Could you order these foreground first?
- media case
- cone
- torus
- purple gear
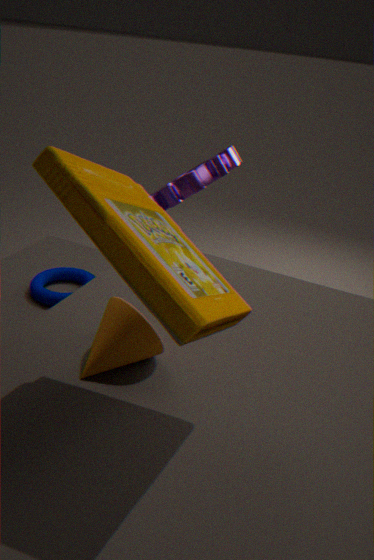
1. media case
2. cone
3. torus
4. purple gear
